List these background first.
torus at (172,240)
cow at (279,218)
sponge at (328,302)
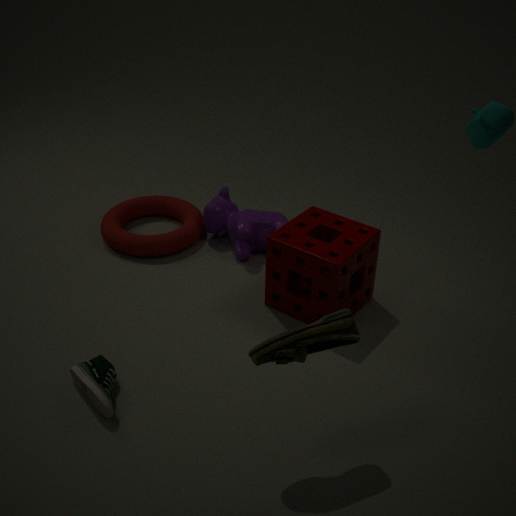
torus at (172,240), cow at (279,218), sponge at (328,302)
